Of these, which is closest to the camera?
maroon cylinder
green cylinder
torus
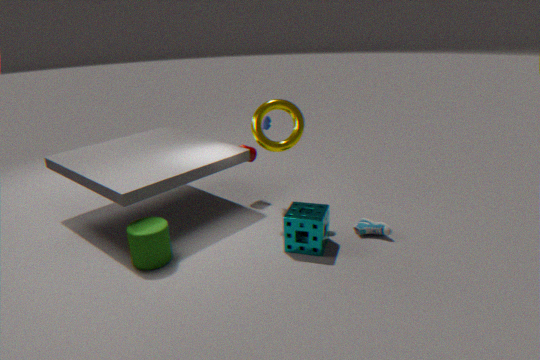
green cylinder
